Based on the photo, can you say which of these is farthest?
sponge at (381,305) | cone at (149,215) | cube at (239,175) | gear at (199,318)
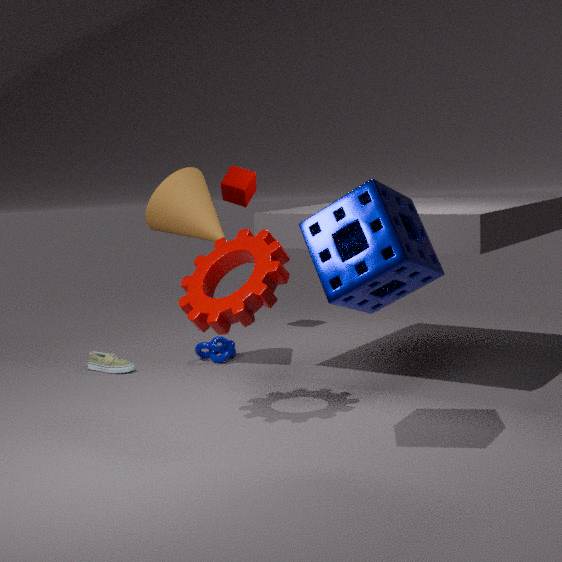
cube at (239,175)
